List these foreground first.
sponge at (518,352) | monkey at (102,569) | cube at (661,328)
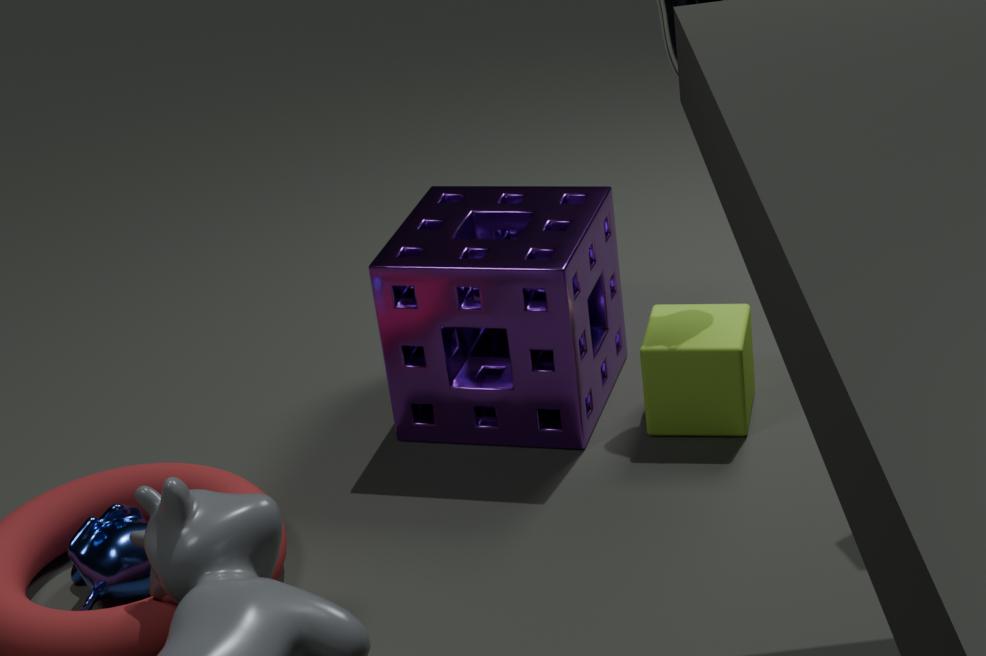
monkey at (102,569)
sponge at (518,352)
cube at (661,328)
